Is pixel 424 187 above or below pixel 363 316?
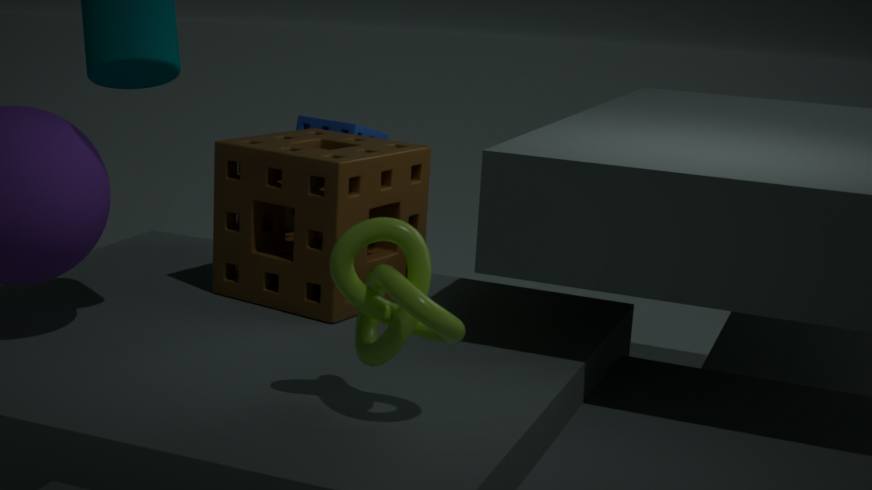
below
